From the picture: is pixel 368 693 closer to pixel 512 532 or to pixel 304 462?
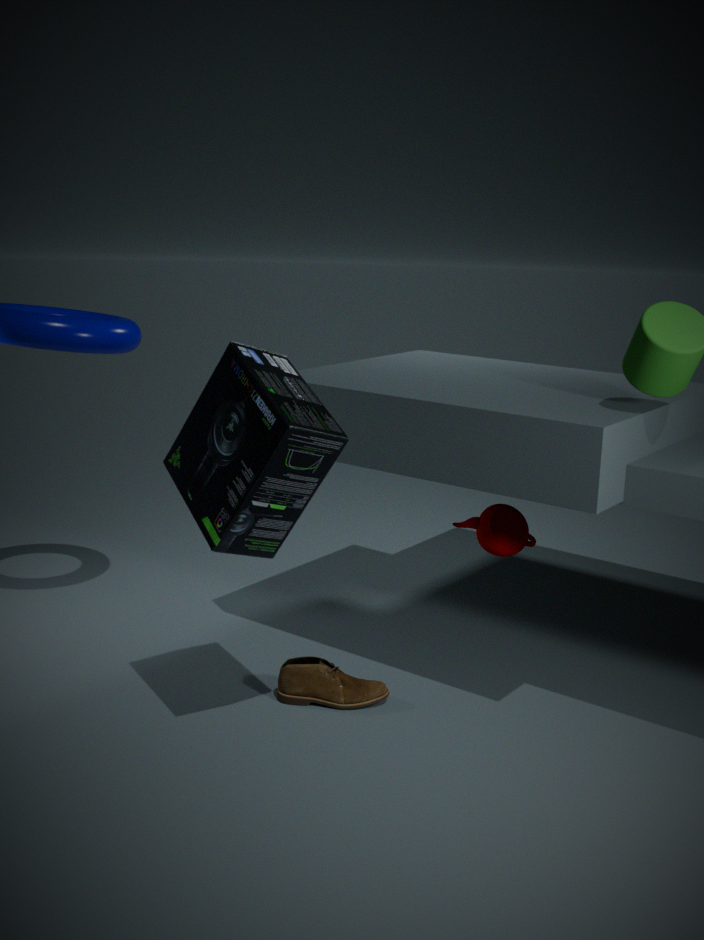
pixel 512 532
